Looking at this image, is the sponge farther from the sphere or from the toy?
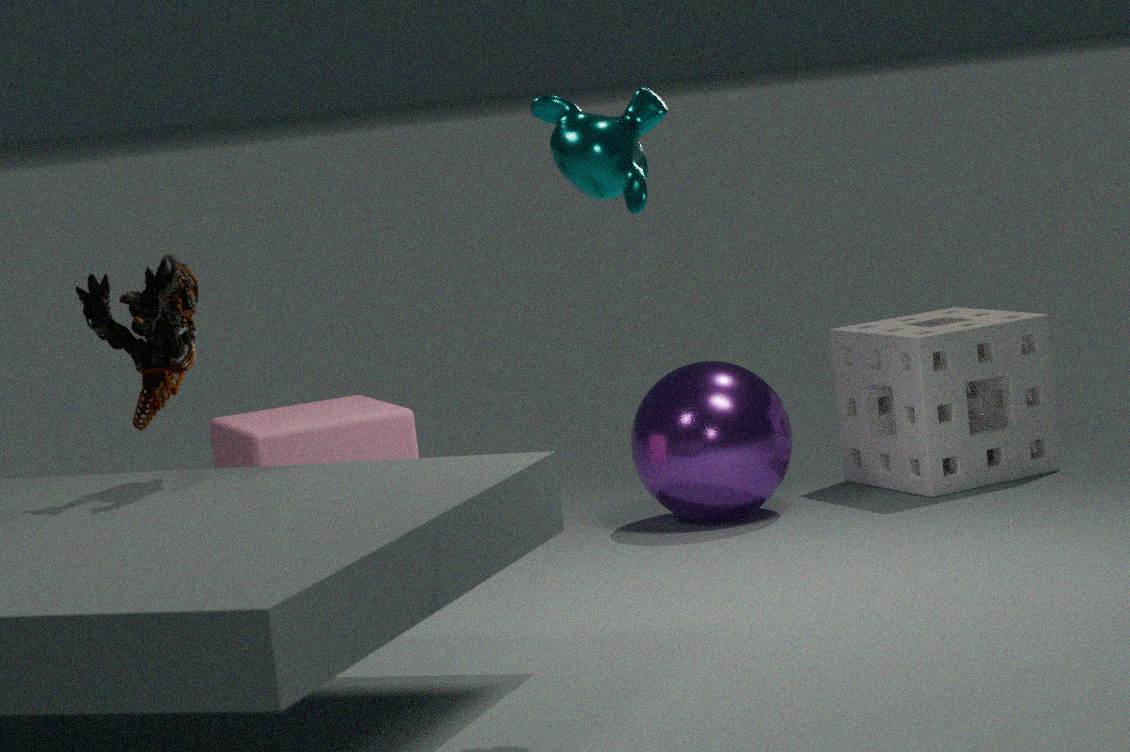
the toy
